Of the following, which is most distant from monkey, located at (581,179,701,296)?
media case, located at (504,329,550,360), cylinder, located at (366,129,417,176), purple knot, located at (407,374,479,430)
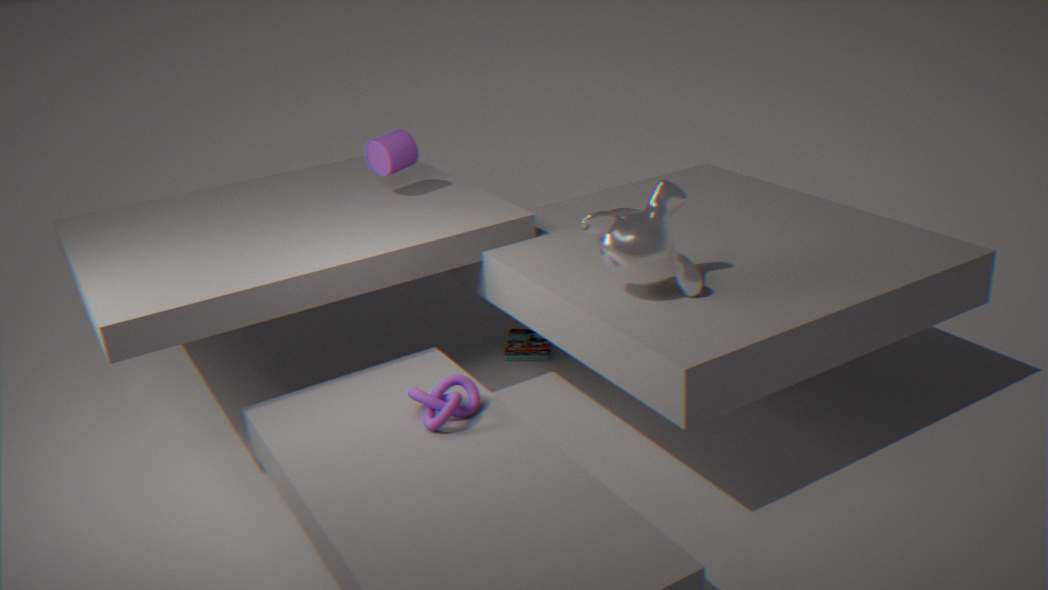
cylinder, located at (366,129,417,176)
